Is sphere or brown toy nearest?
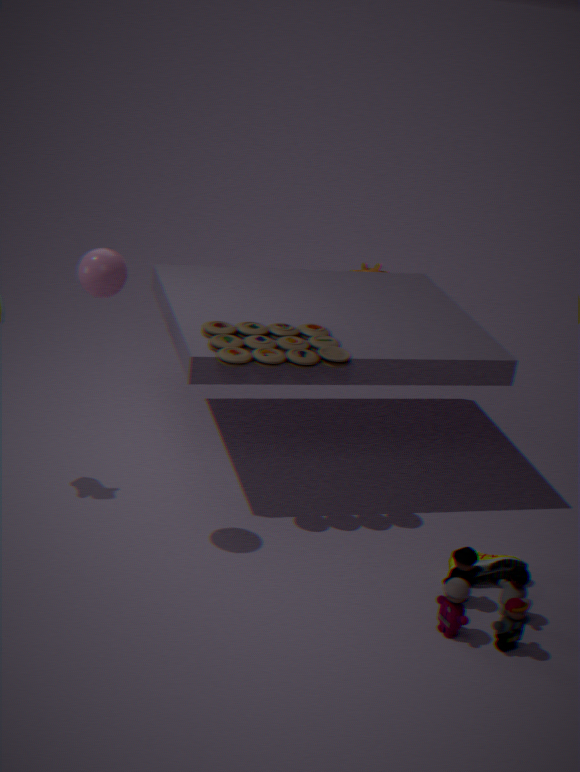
sphere
